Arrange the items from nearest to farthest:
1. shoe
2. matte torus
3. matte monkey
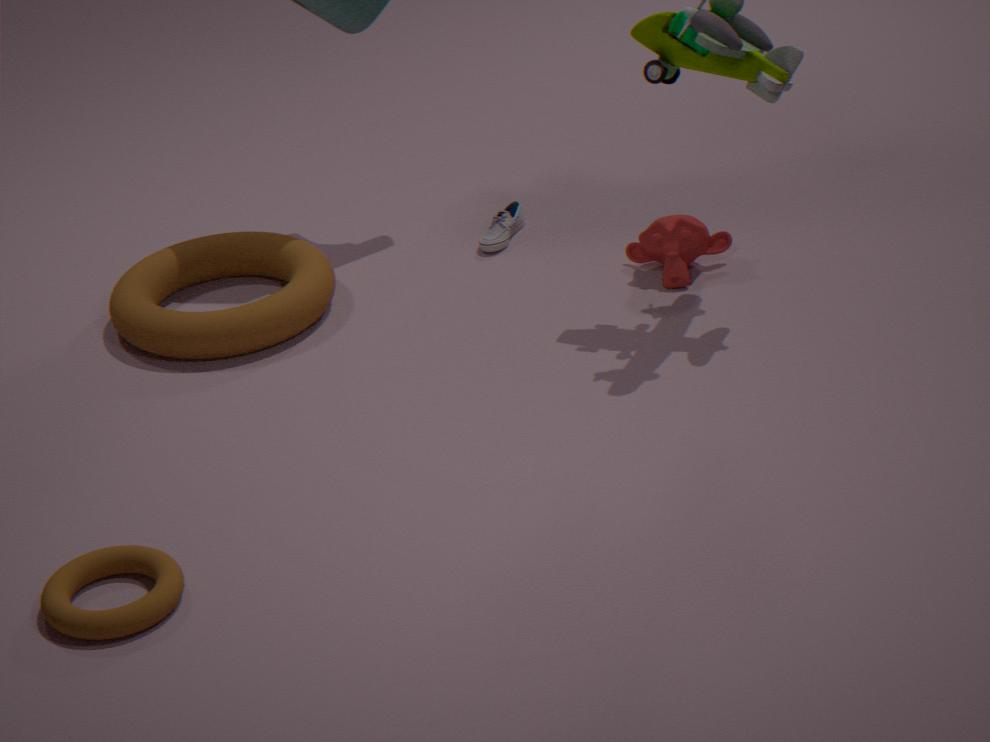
matte torus, matte monkey, shoe
